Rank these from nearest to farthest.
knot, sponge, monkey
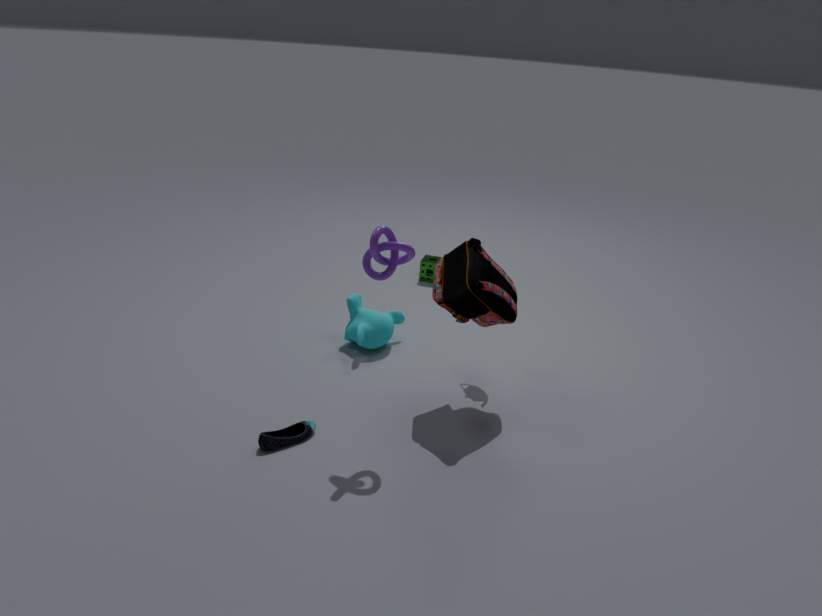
knot, monkey, sponge
